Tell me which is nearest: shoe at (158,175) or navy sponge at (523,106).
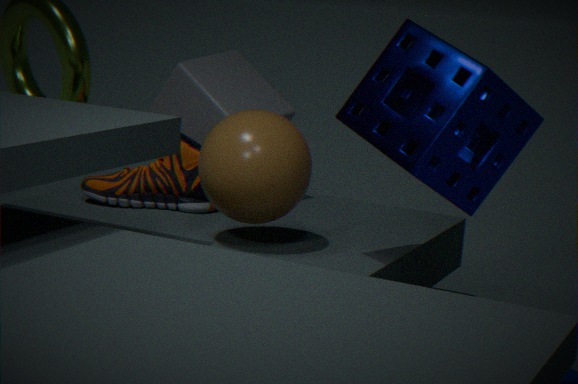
navy sponge at (523,106)
